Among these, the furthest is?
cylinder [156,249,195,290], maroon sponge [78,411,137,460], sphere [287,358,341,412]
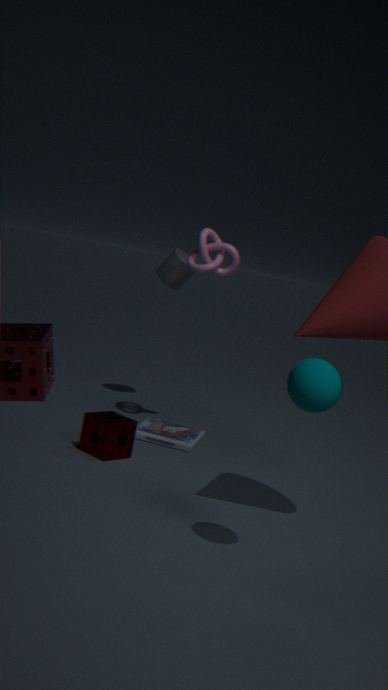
cylinder [156,249,195,290]
